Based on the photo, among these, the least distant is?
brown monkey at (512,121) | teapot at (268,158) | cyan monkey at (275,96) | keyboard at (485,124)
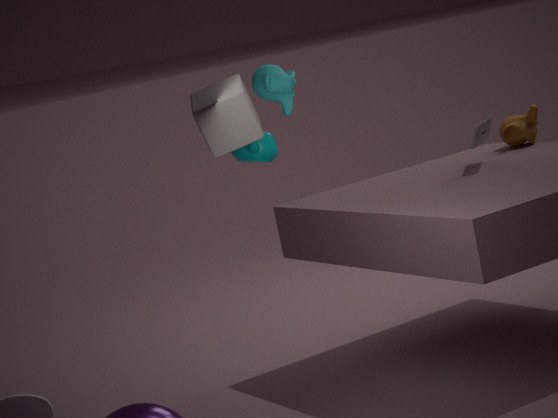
teapot at (268,158)
